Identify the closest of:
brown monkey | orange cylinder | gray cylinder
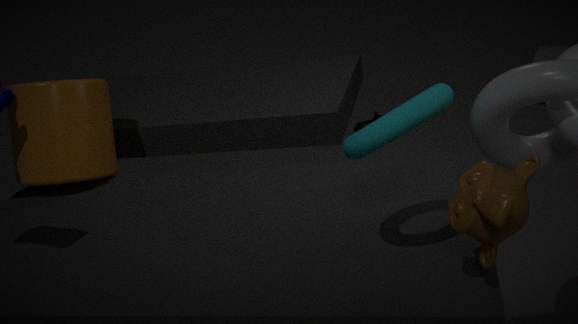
brown monkey
